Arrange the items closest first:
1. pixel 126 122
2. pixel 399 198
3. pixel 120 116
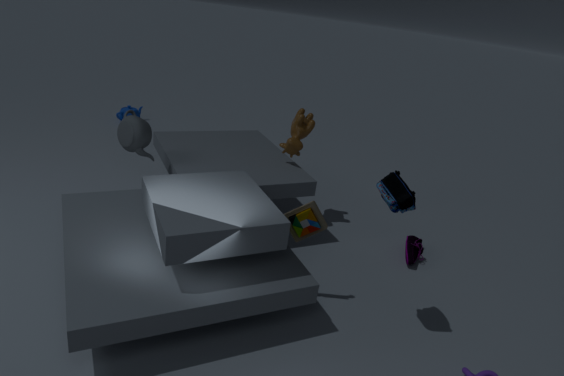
pixel 399 198, pixel 126 122, pixel 120 116
